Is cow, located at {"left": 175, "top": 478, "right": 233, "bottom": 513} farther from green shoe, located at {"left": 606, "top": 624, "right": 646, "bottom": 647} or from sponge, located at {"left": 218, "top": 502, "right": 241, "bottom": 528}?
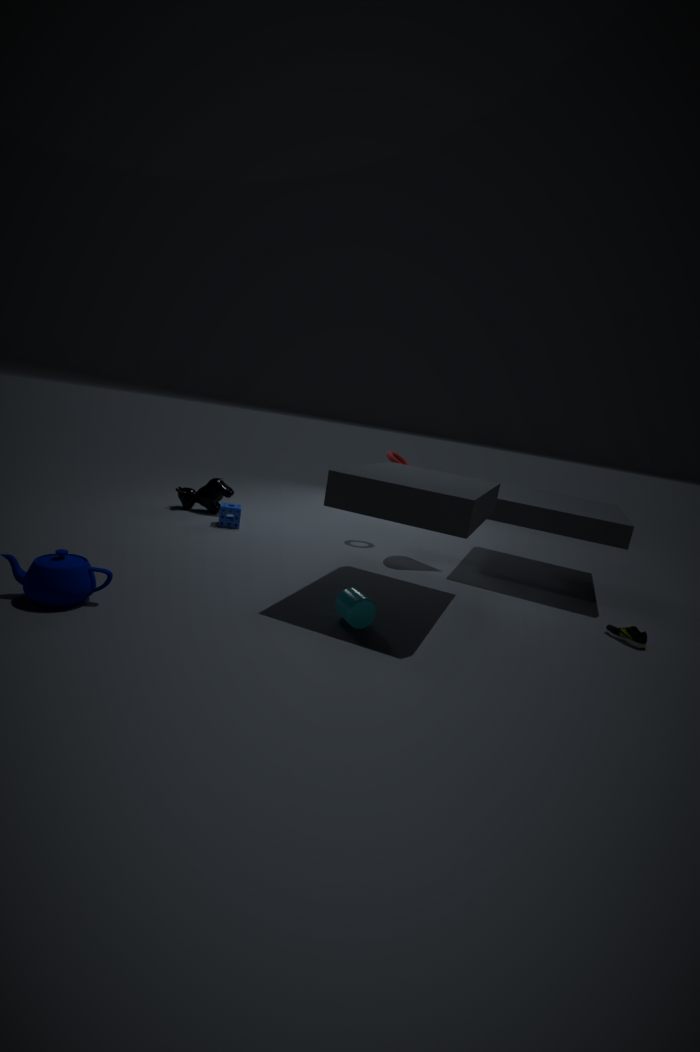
green shoe, located at {"left": 606, "top": 624, "right": 646, "bottom": 647}
